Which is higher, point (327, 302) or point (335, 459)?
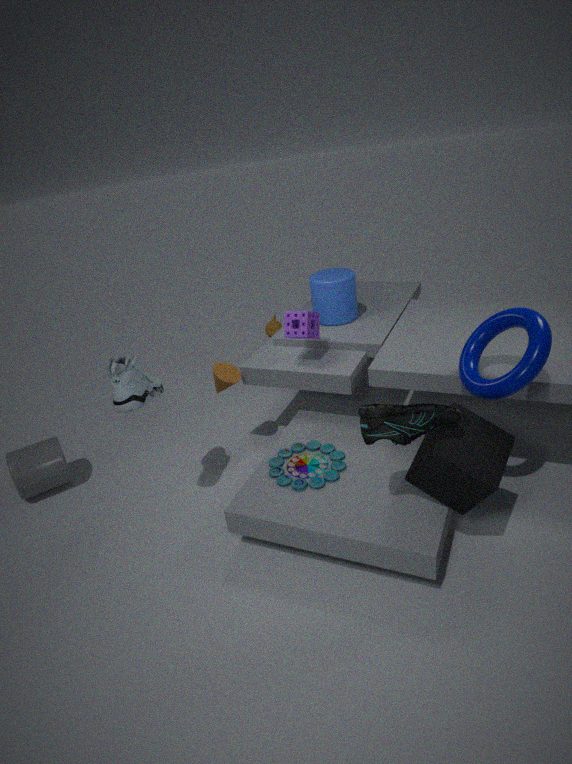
point (327, 302)
